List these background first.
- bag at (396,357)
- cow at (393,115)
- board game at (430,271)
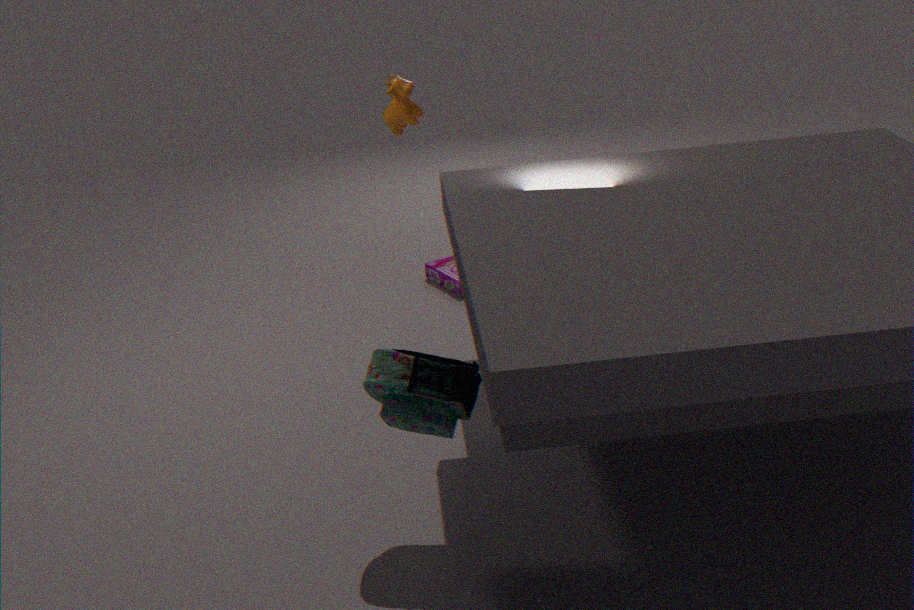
board game at (430,271) < cow at (393,115) < bag at (396,357)
